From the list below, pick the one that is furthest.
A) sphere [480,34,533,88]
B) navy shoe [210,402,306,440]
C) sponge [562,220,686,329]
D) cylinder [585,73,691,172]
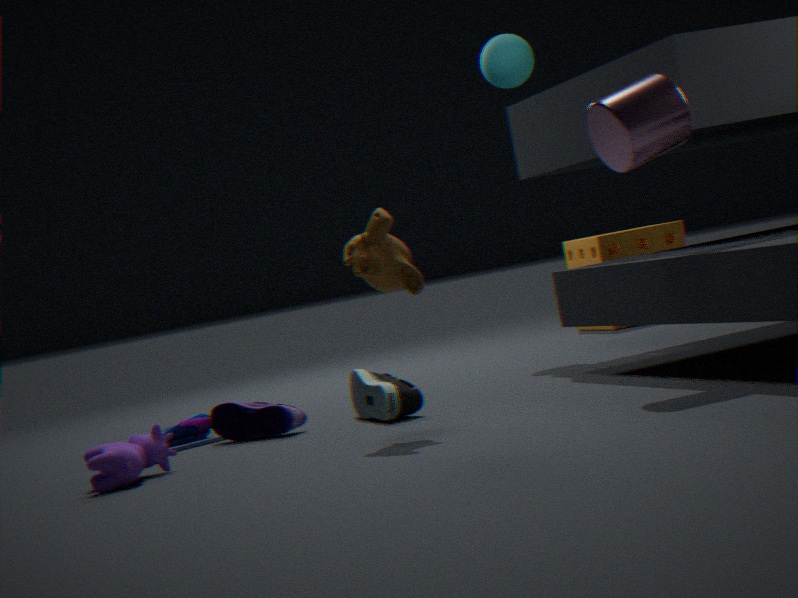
sponge [562,220,686,329]
